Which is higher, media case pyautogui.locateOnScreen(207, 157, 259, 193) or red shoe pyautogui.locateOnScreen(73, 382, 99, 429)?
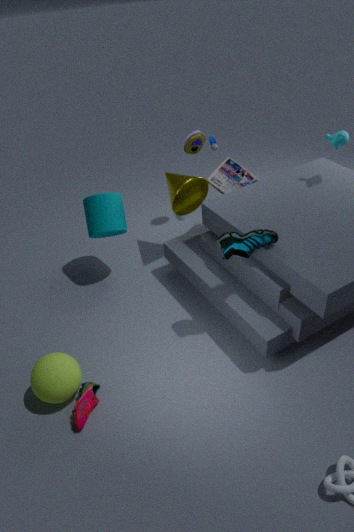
media case pyautogui.locateOnScreen(207, 157, 259, 193)
